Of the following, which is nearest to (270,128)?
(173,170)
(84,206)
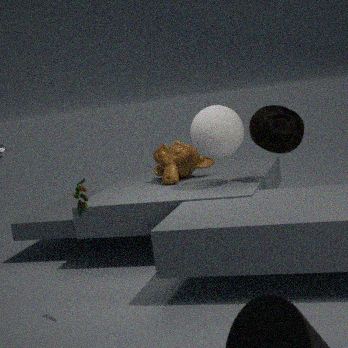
(173,170)
